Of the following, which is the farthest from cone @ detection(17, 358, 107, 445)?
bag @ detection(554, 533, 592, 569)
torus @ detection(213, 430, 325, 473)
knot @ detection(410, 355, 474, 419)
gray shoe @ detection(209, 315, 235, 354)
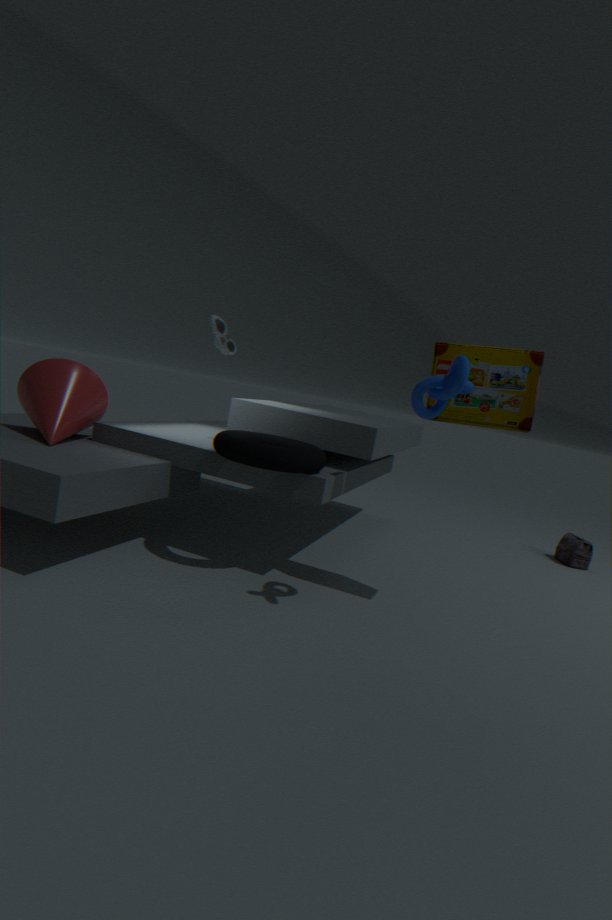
bag @ detection(554, 533, 592, 569)
